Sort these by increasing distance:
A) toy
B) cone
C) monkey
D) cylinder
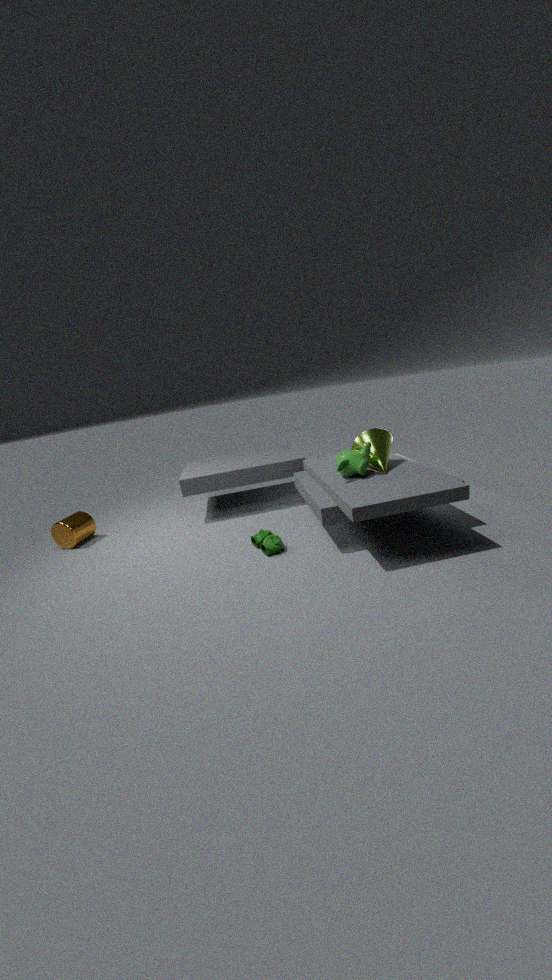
monkey
toy
cone
cylinder
